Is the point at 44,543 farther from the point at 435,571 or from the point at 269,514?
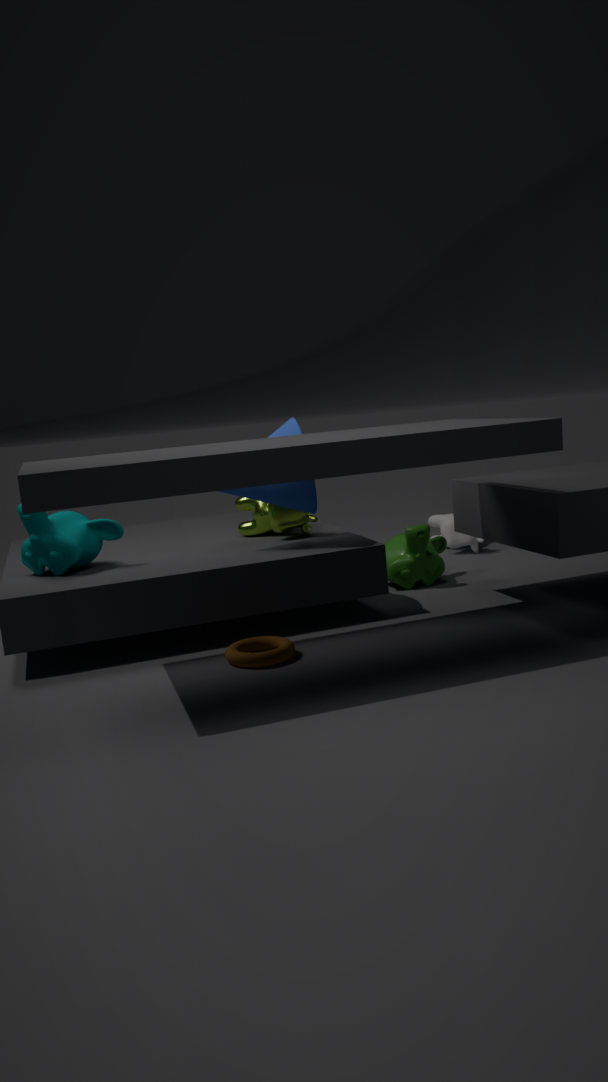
the point at 435,571
